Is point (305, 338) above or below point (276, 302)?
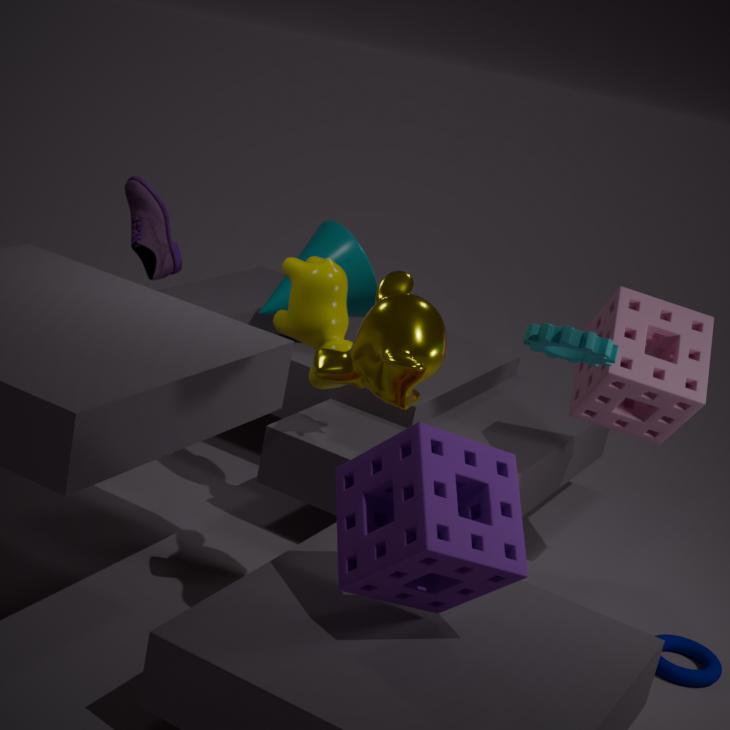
above
